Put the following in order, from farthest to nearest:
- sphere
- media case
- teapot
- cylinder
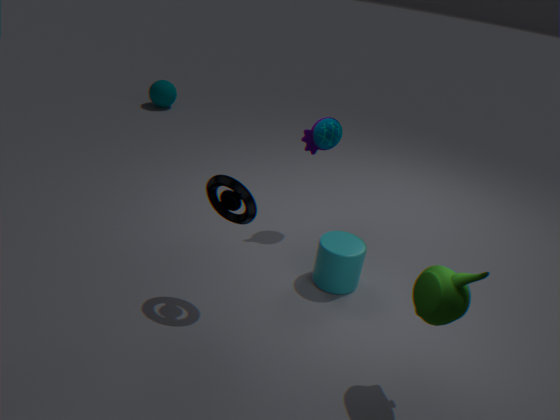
sphere
cylinder
media case
teapot
